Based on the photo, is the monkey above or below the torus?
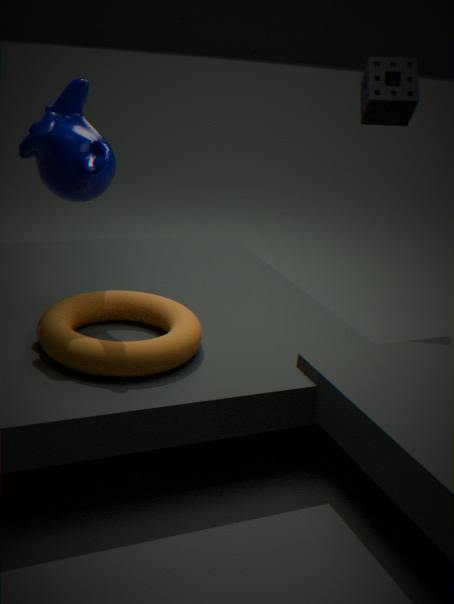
above
